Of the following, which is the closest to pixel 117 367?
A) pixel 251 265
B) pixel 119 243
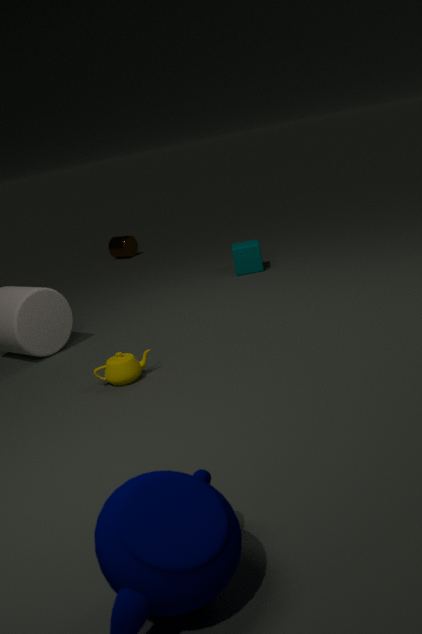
pixel 251 265
